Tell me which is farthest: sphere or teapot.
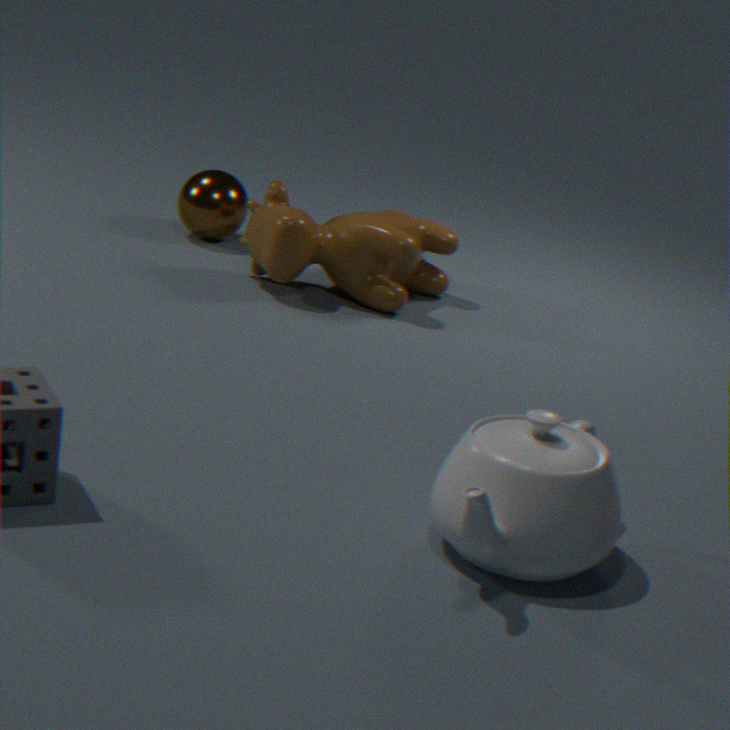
sphere
